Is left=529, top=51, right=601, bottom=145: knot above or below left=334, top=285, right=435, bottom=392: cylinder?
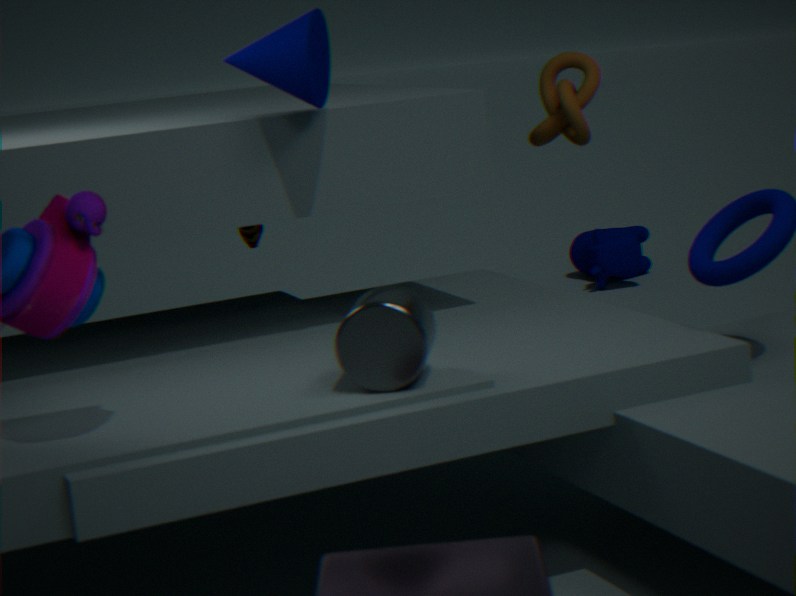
above
